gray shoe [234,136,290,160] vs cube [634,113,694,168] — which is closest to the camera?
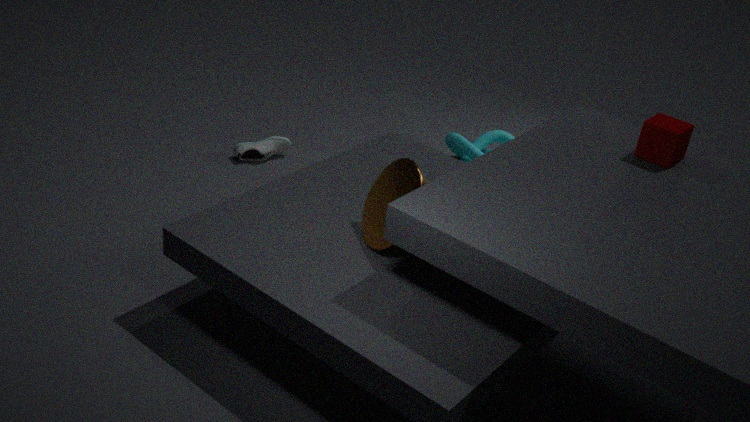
cube [634,113,694,168]
